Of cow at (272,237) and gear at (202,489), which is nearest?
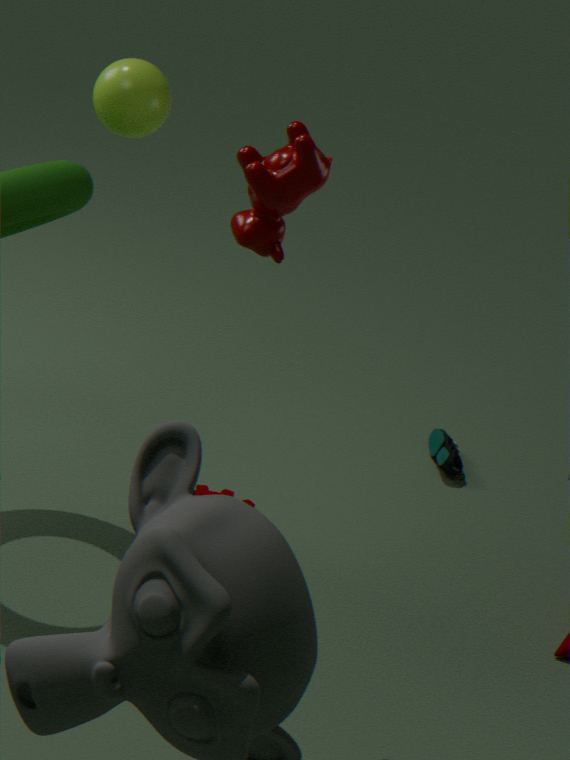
cow at (272,237)
